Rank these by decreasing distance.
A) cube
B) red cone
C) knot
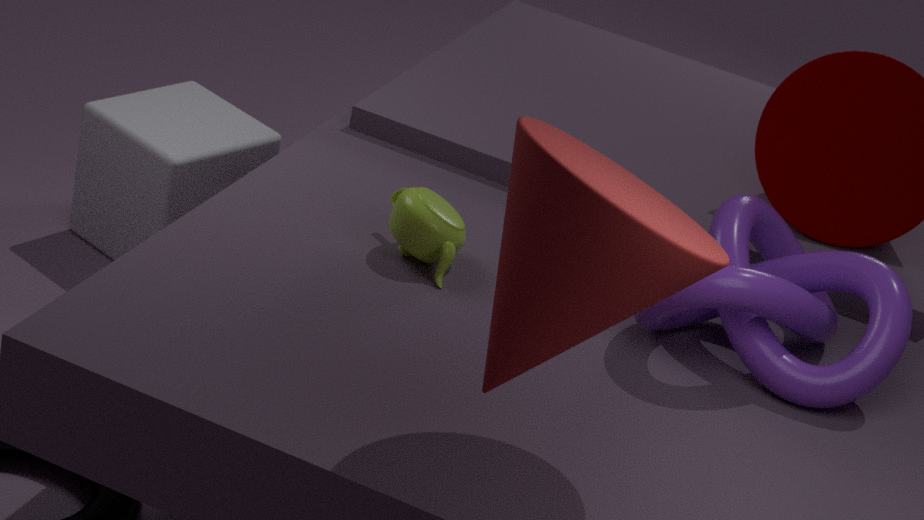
cube < knot < red cone
